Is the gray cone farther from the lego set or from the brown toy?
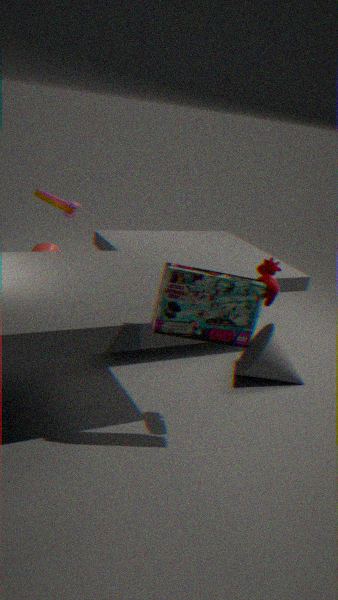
the brown toy
